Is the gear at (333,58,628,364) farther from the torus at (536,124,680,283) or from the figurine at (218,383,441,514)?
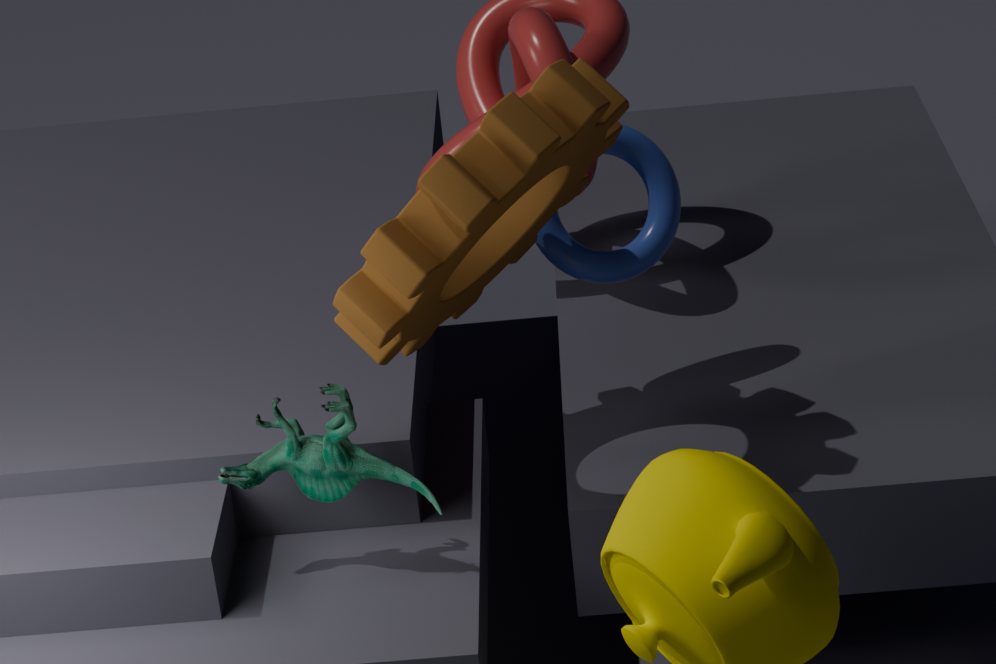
the figurine at (218,383,441,514)
